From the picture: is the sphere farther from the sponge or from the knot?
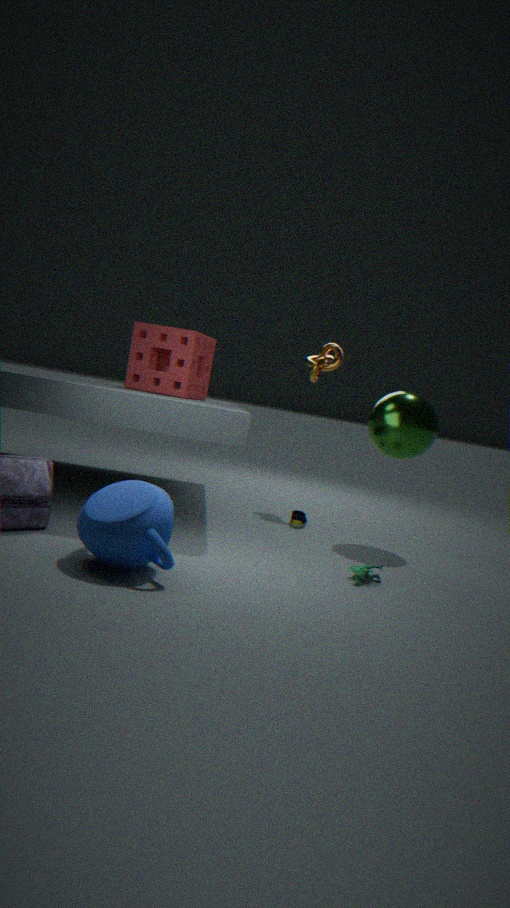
the sponge
